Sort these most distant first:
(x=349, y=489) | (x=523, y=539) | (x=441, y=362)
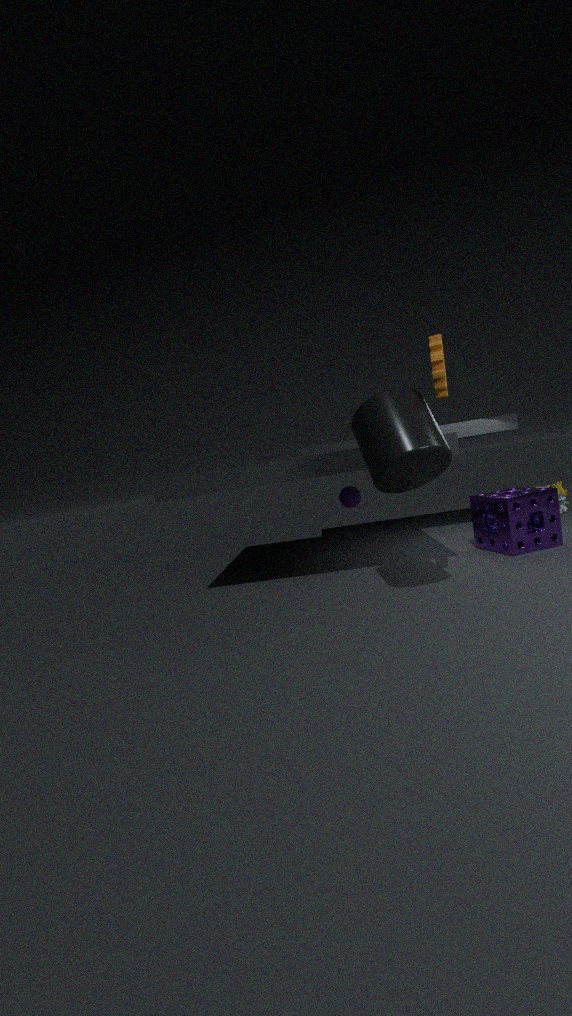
(x=349, y=489) < (x=523, y=539) < (x=441, y=362)
